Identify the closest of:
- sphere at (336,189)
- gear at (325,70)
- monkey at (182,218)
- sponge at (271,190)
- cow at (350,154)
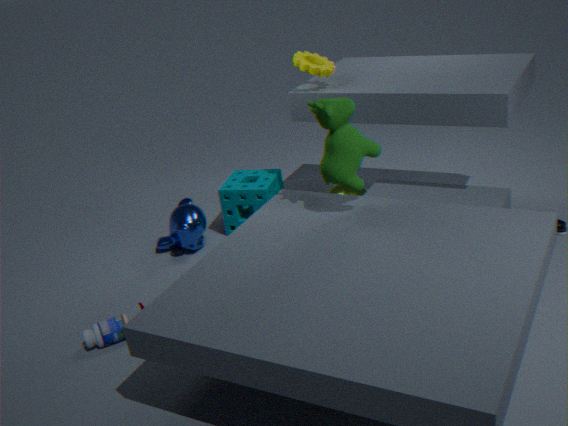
cow at (350,154)
